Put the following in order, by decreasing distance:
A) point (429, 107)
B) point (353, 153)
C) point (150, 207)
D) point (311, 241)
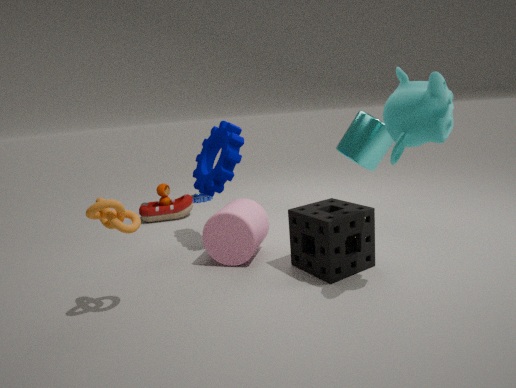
point (150, 207)
point (353, 153)
point (311, 241)
point (429, 107)
